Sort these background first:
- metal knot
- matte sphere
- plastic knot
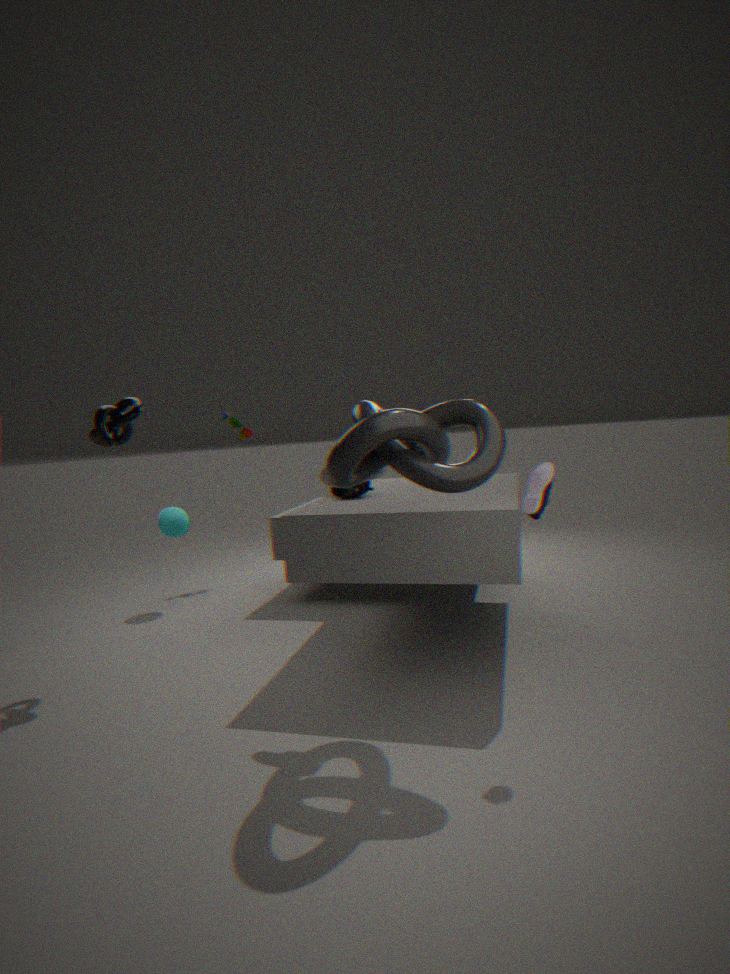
matte sphere, metal knot, plastic knot
